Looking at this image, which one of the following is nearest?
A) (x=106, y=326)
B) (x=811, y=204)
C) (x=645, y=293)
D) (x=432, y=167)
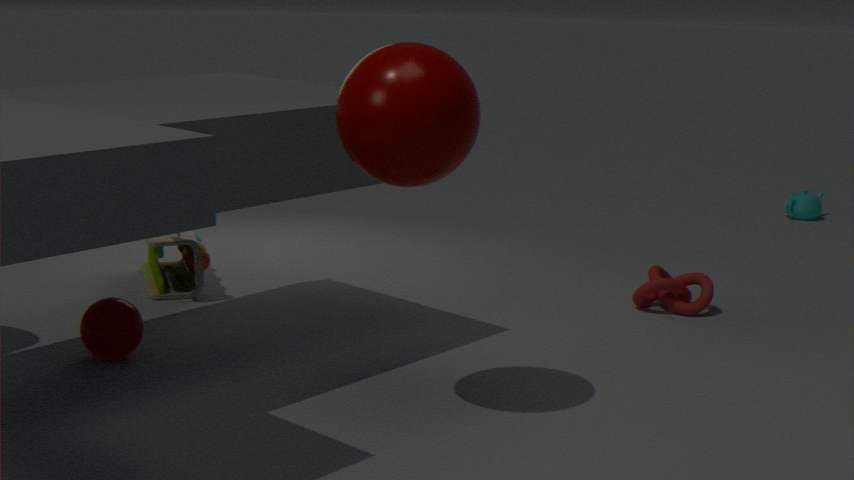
(x=432, y=167)
